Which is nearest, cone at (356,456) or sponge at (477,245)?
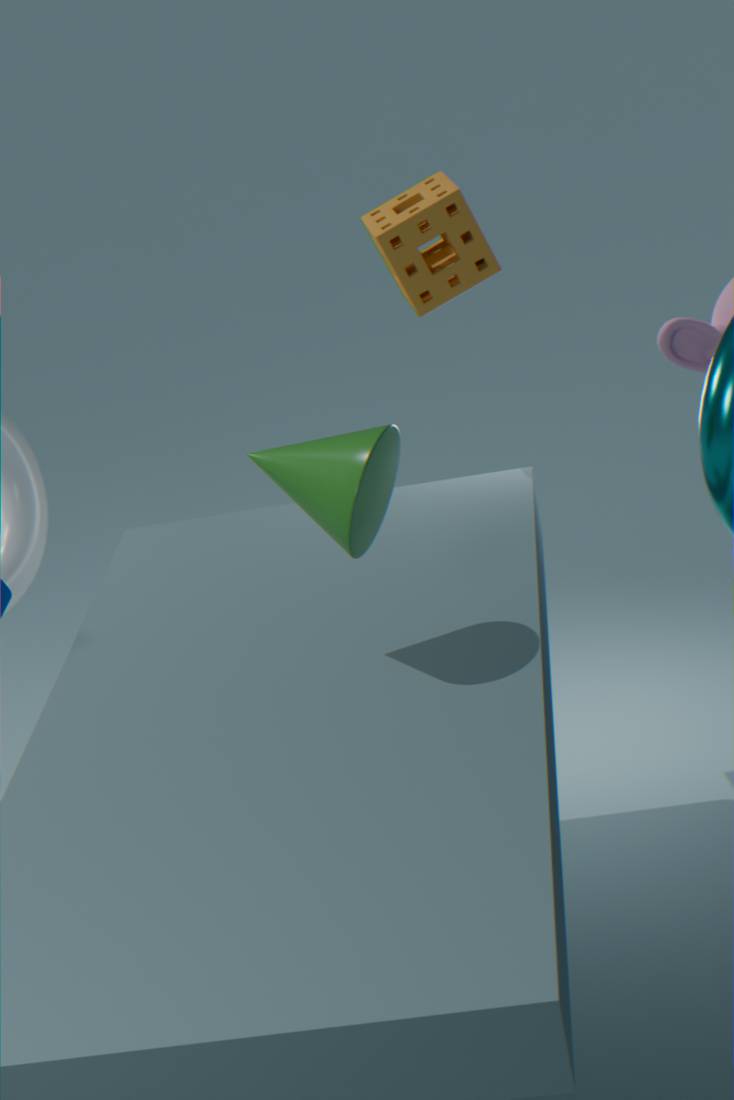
cone at (356,456)
